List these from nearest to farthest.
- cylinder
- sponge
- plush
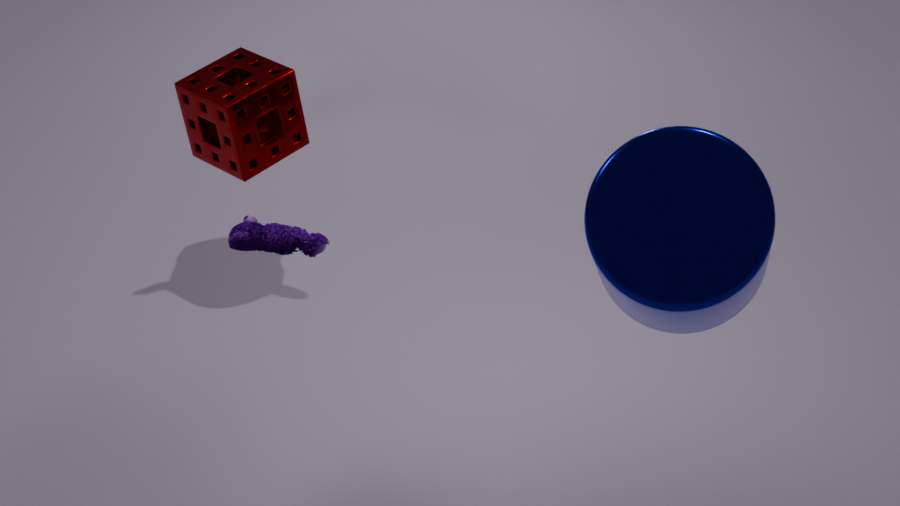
1. cylinder
2. plush
3. sponge
